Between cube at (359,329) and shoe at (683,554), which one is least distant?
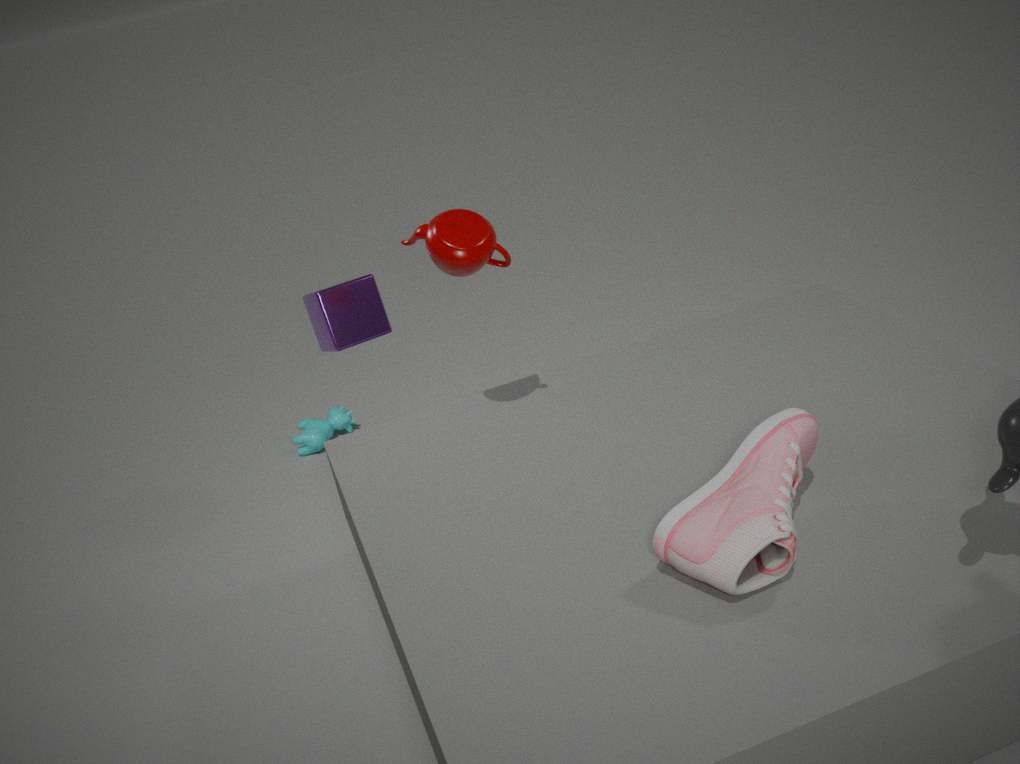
shoe at (683,554)
